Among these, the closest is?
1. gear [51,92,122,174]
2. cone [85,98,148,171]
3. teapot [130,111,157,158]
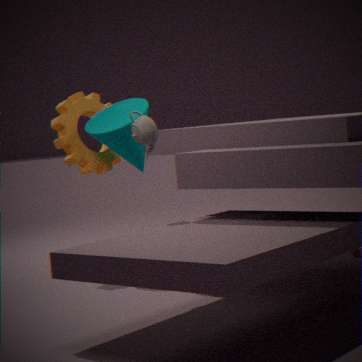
teapot [130,111,157,158]
